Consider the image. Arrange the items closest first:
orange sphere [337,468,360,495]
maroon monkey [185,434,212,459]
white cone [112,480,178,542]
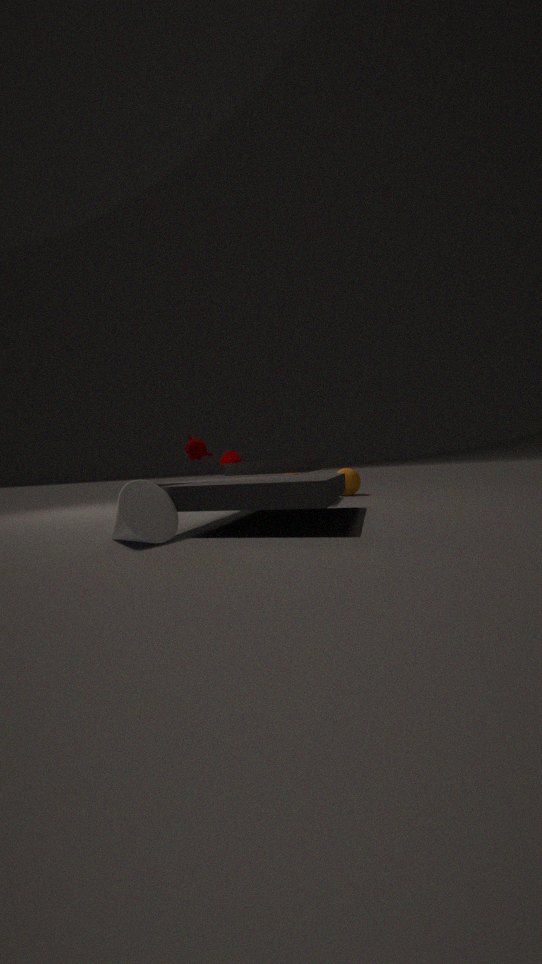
white cone [112,480,178,542] < maroon monkey [185,434,212,459] < orange sphere [337,468,360,495]
